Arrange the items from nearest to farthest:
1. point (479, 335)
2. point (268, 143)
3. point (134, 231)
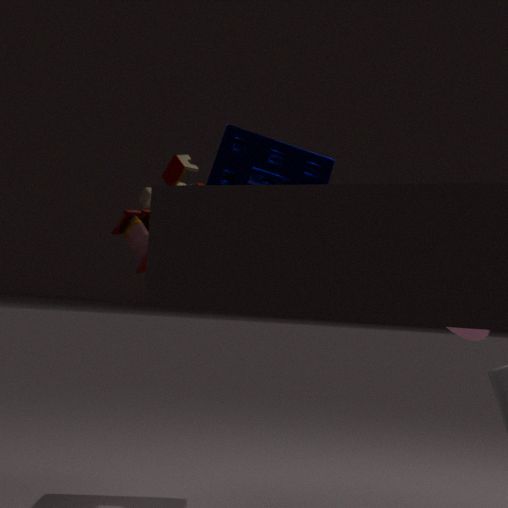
point (479, 335)
point (134, 231)
point (268, 143)
